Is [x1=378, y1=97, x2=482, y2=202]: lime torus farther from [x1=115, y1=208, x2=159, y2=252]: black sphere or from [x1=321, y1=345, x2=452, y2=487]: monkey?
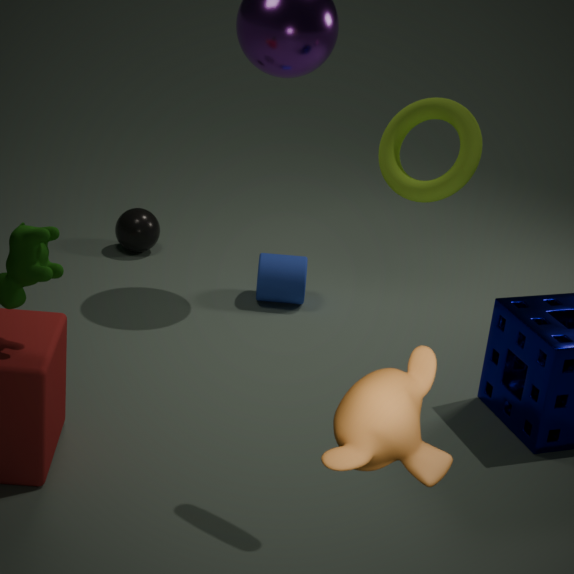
[x1=115, y1=208, x2=159, y2=252]: black sphere
